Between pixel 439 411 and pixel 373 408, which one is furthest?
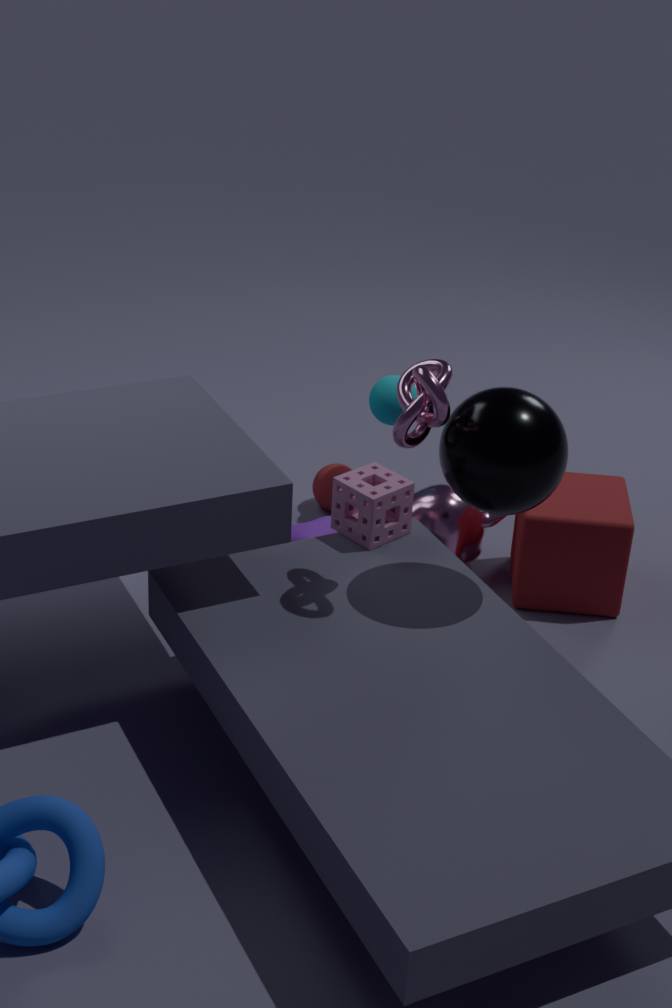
pixel 373 408
